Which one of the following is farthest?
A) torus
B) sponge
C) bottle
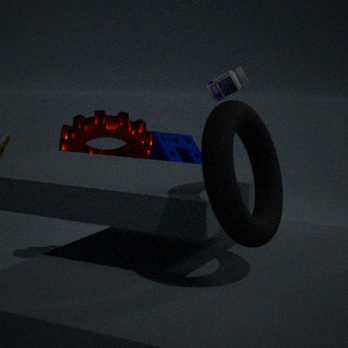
sponge
